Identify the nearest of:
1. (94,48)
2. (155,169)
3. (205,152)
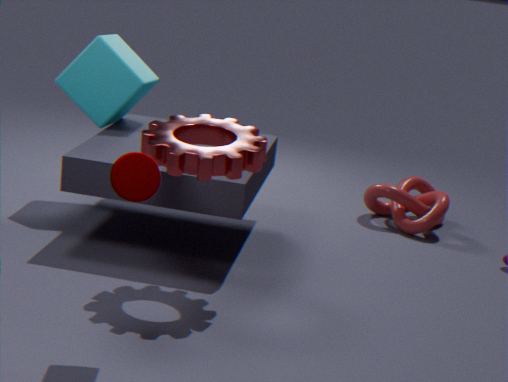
(155,169)
